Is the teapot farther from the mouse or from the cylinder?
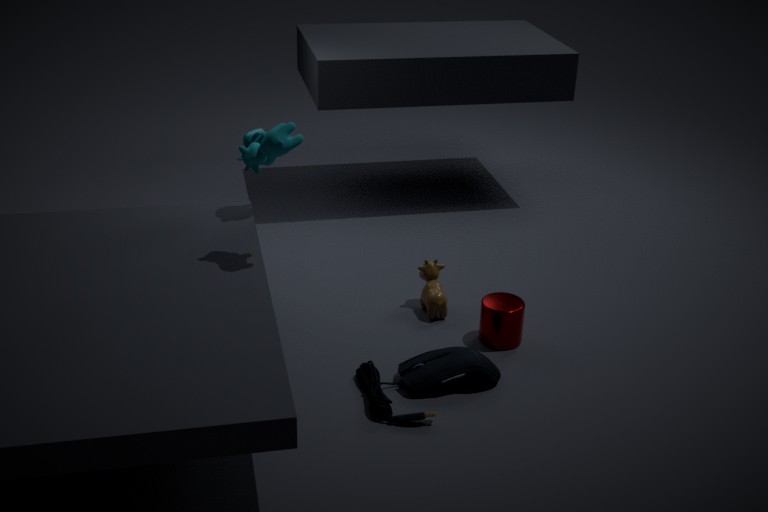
the cylinder
